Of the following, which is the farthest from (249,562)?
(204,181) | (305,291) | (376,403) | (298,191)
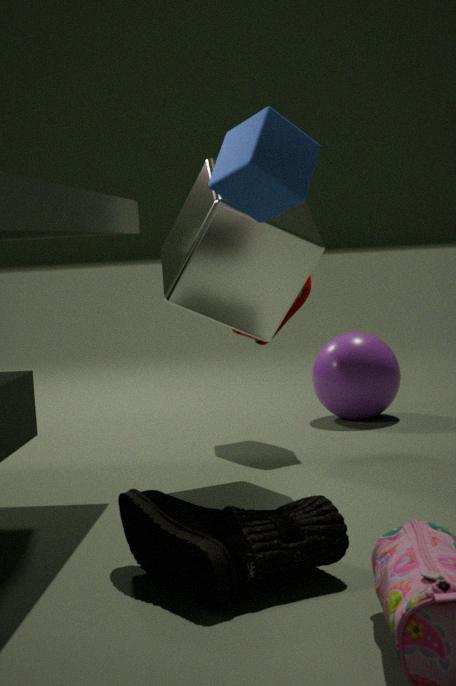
(376,403)
